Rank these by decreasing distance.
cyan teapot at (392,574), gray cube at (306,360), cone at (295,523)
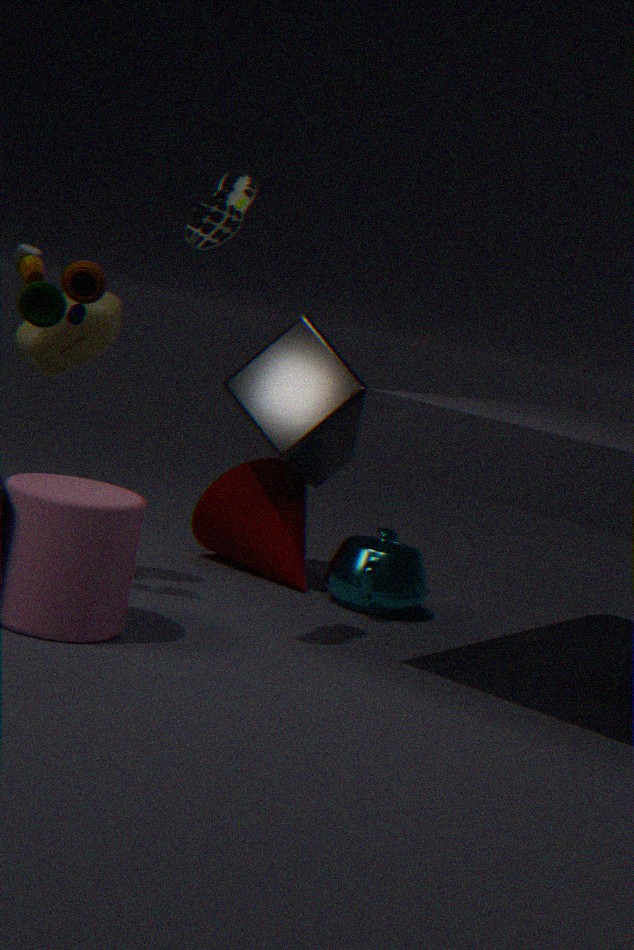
cone at (295,523) → gray cube at (306,360) → cyan teapot at (392,574)
